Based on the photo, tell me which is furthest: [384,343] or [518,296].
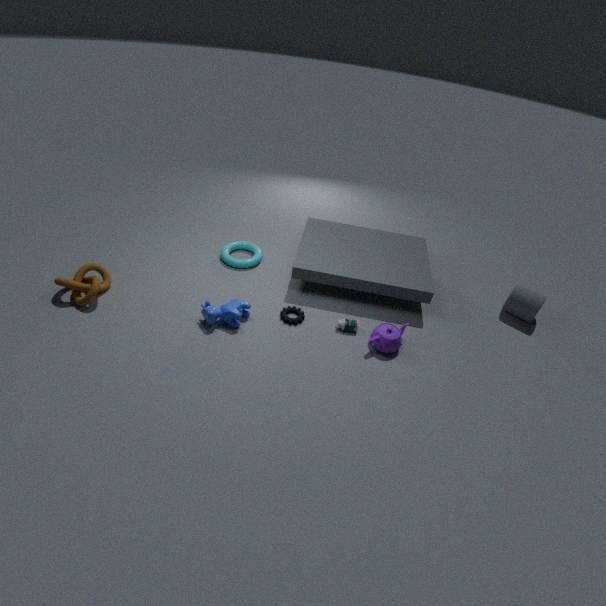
[518,296]
